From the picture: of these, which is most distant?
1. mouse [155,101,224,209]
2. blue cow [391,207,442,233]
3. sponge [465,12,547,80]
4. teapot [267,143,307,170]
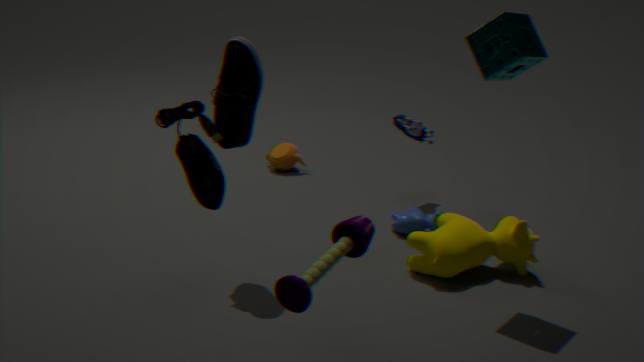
teapot [267,143,307,170]
